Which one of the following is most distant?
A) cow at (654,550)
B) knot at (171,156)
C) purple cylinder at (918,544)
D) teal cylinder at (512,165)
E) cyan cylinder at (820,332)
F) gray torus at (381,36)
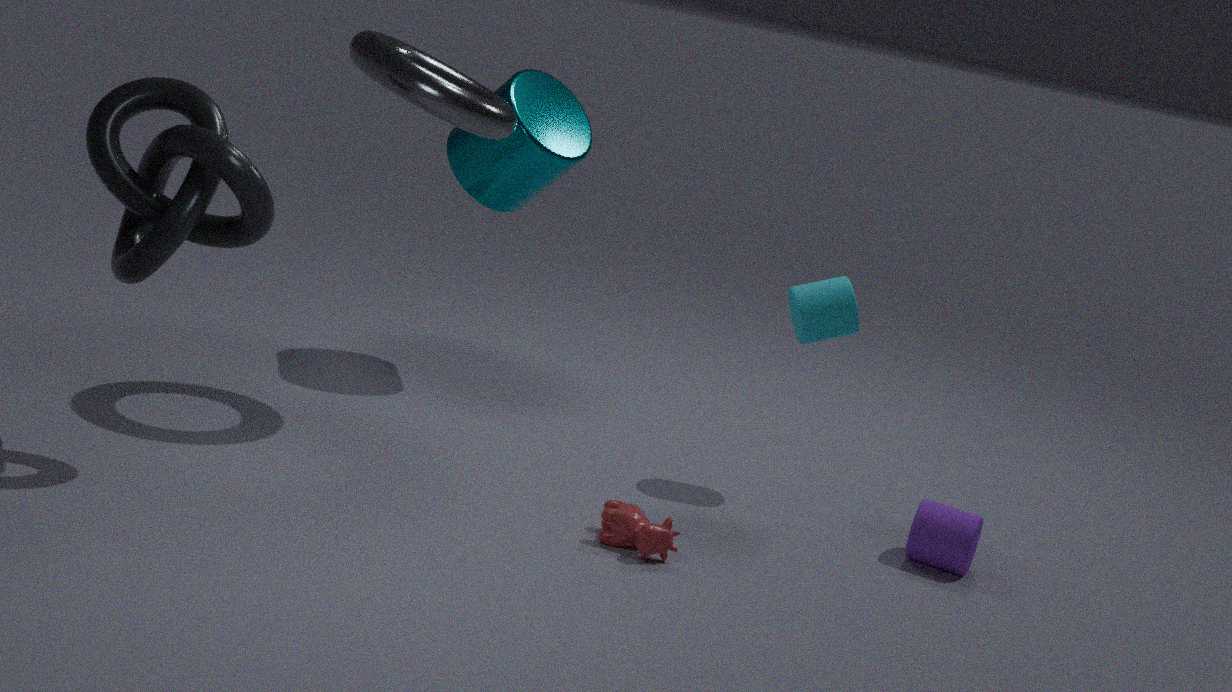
teal cylinder at (512,165)
